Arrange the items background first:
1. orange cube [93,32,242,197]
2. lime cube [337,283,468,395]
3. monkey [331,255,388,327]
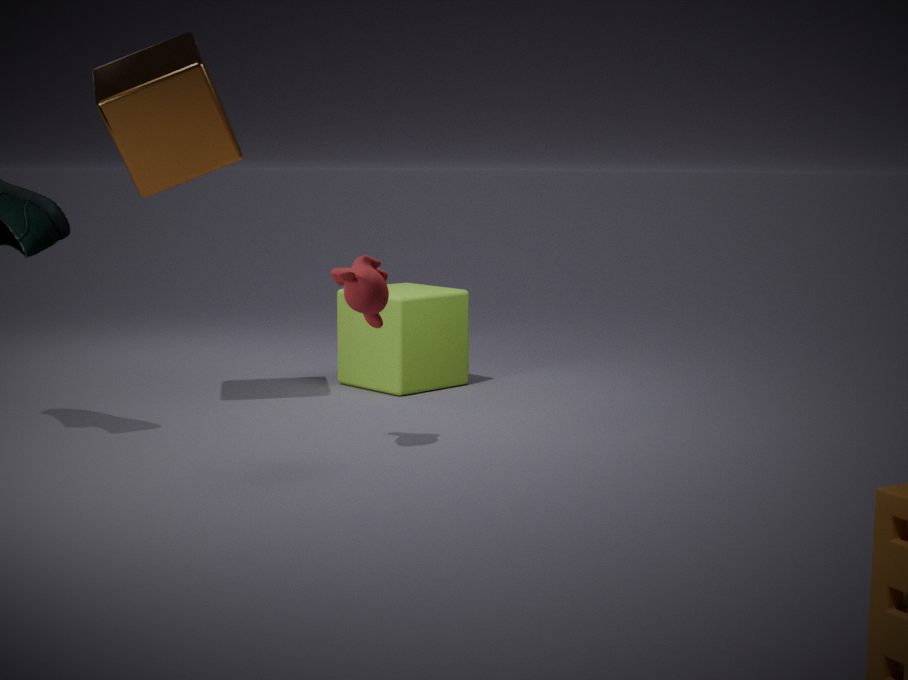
lime cube [337,283,468,395] → orange cube [93,32,242,197] → monkey [331,255,388,327]
